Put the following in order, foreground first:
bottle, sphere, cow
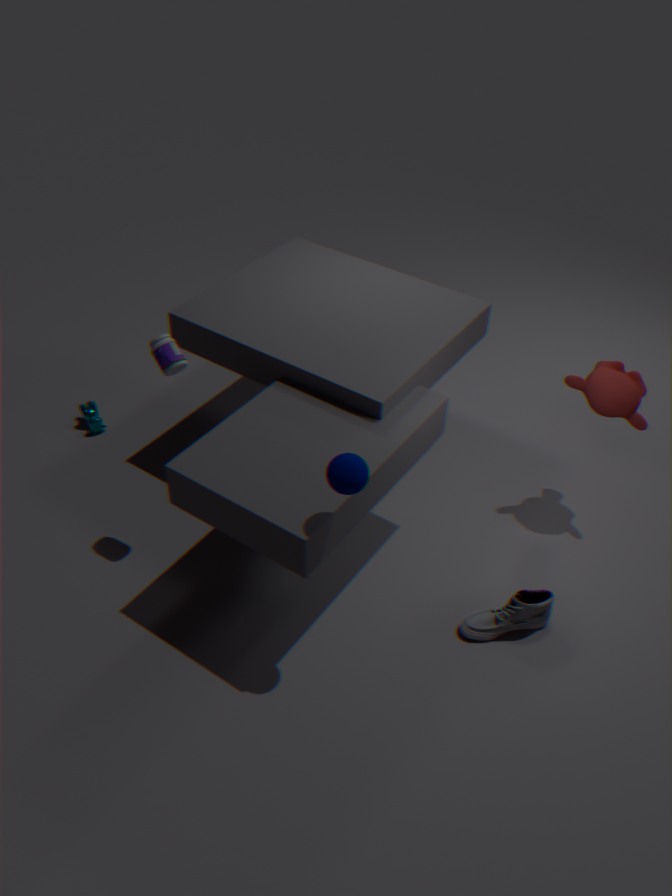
sphere < bottle < cow
